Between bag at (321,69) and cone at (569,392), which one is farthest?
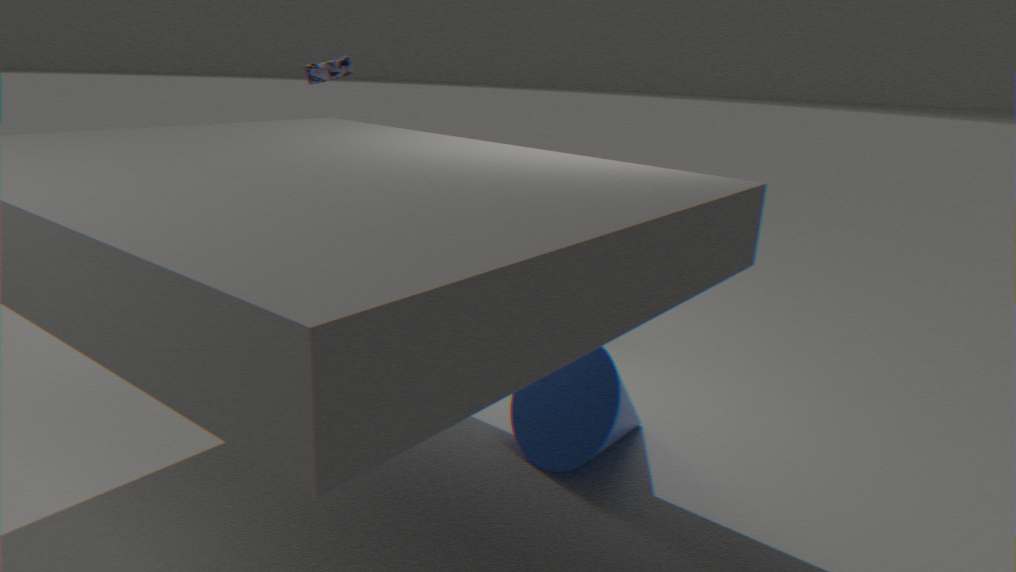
bag at (321,69)
